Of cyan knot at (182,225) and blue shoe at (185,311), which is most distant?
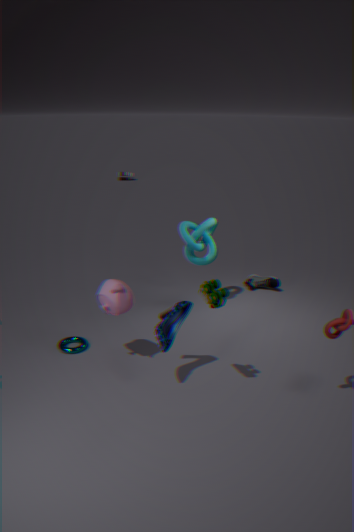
cyan knot at (182,225)
